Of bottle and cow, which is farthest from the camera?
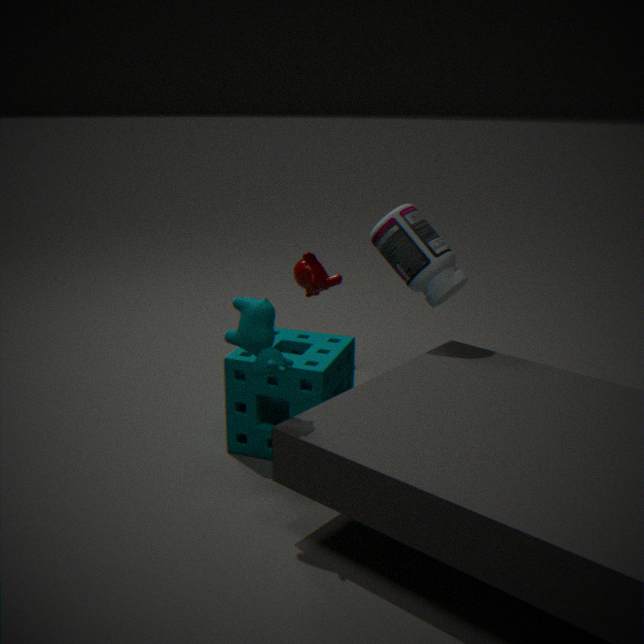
bottle
